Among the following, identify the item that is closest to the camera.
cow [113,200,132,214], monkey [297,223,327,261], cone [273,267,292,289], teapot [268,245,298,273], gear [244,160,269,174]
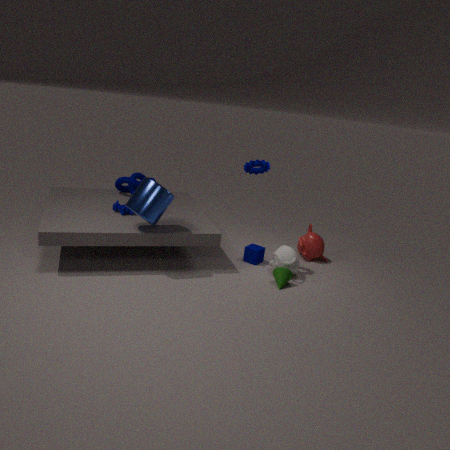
cone [273,267,292,289]
